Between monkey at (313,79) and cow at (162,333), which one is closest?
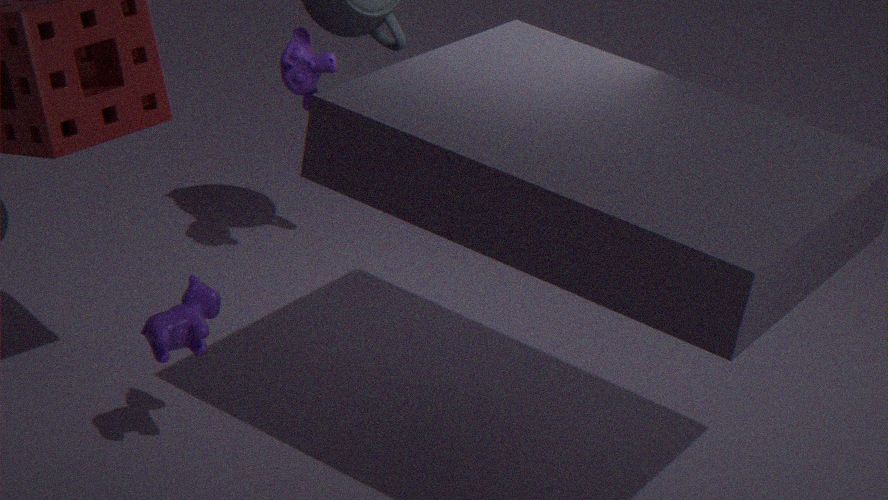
cow at (162,333)
